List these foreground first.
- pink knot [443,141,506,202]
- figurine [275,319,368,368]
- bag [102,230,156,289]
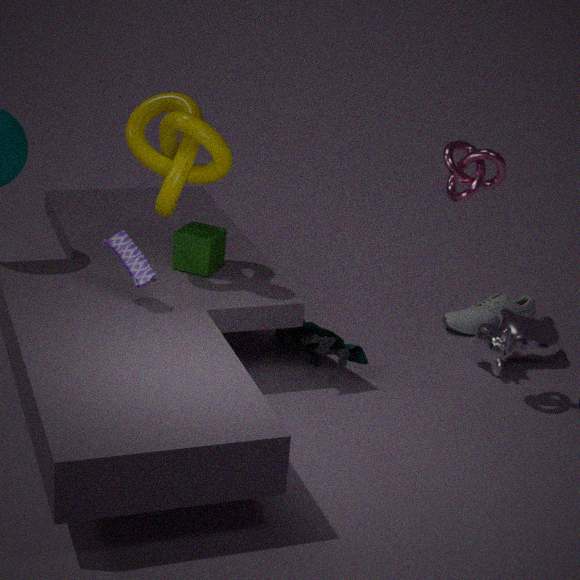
bag [102,230,156,289] → pink knot [443,141,506,202] → figurine [275,319,368,368]
